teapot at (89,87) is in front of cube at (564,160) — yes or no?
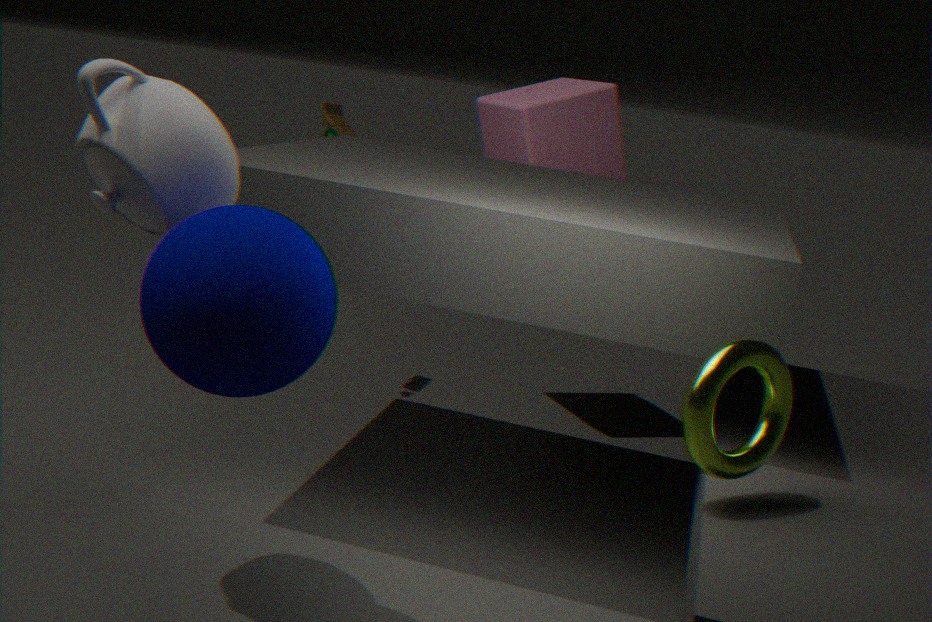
Yes
